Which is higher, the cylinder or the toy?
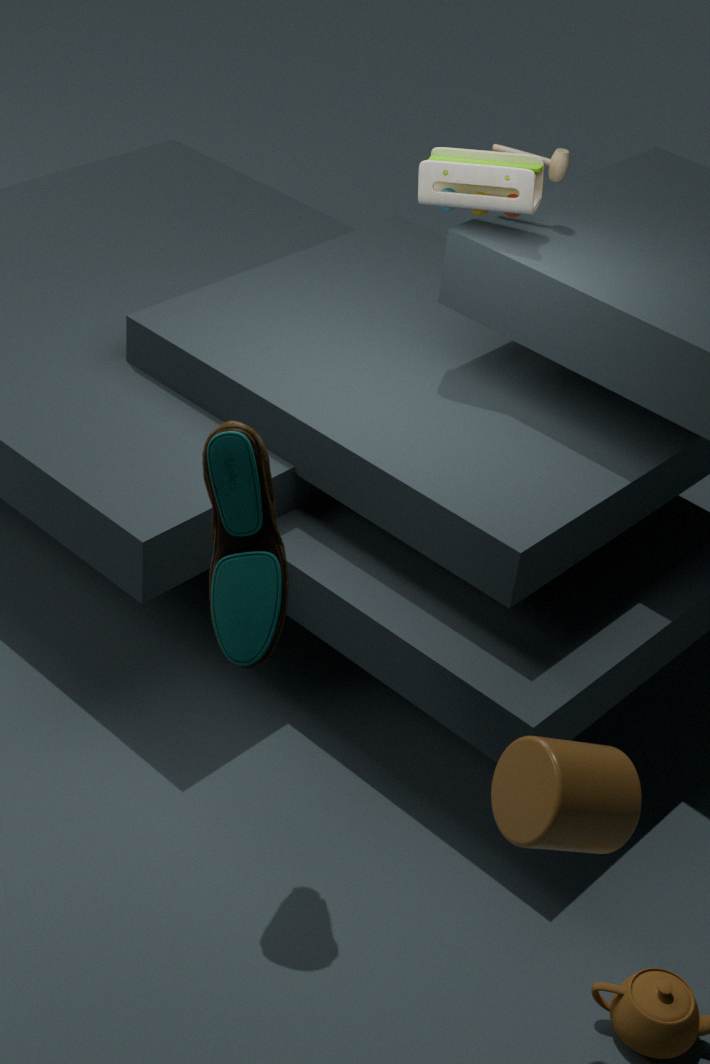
the toy
